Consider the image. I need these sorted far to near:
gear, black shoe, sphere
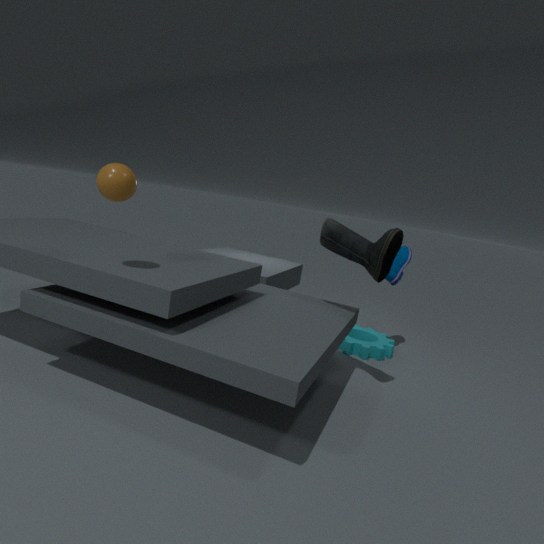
gear < black shoe < sphere
